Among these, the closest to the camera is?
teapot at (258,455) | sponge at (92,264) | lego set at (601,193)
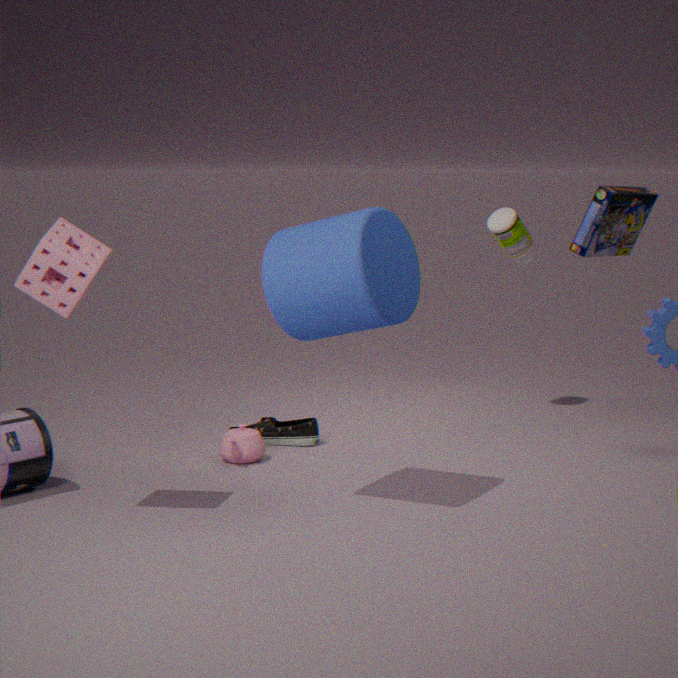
lego set at (601,193)
